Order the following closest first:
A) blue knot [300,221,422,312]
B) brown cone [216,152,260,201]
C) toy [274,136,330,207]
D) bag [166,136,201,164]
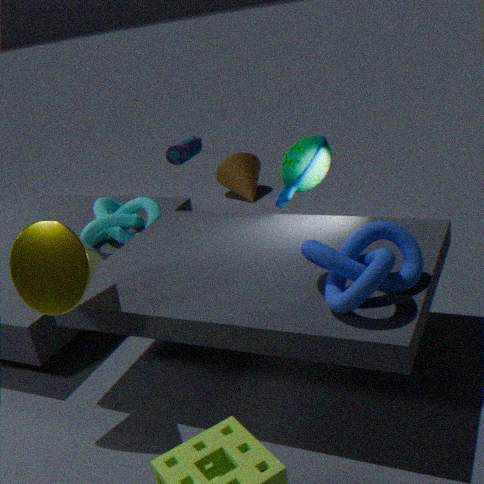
blue knot [300,221,422,312], toy [274,136,330,207], bag [166,136,201,164], brown cone [216,152,260,201]
